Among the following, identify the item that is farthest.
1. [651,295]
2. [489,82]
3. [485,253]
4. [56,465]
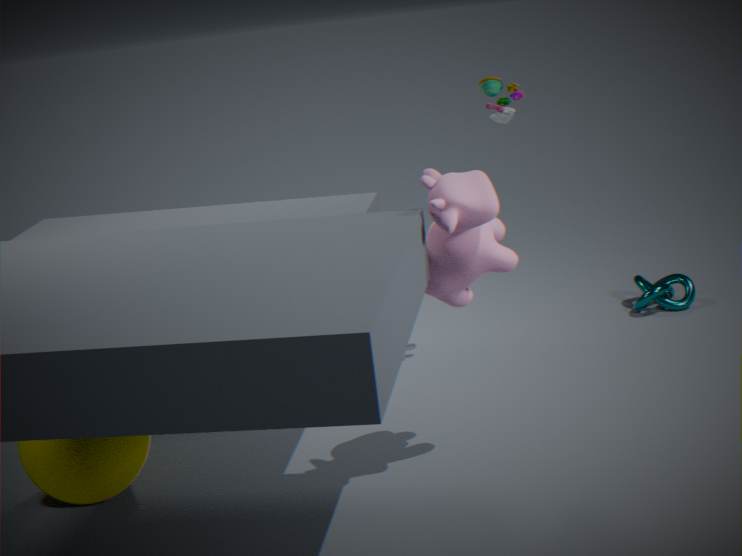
[651,295]
